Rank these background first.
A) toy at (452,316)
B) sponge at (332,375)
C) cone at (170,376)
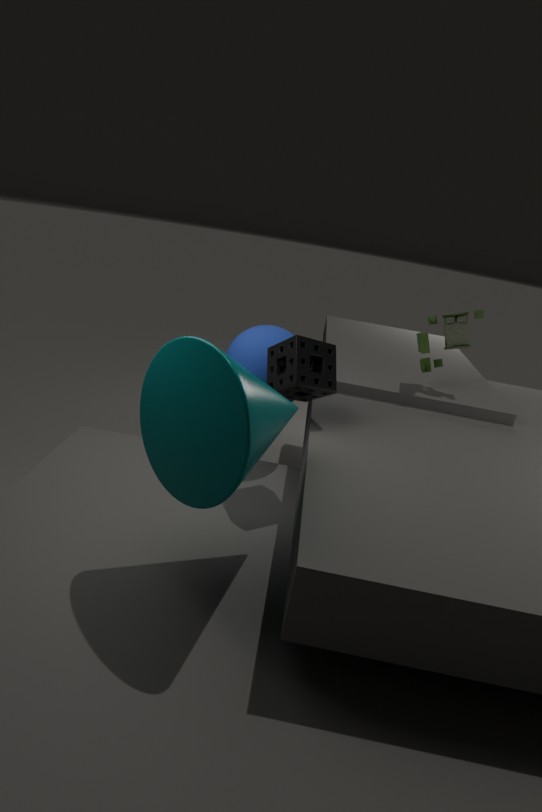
A
B
C
